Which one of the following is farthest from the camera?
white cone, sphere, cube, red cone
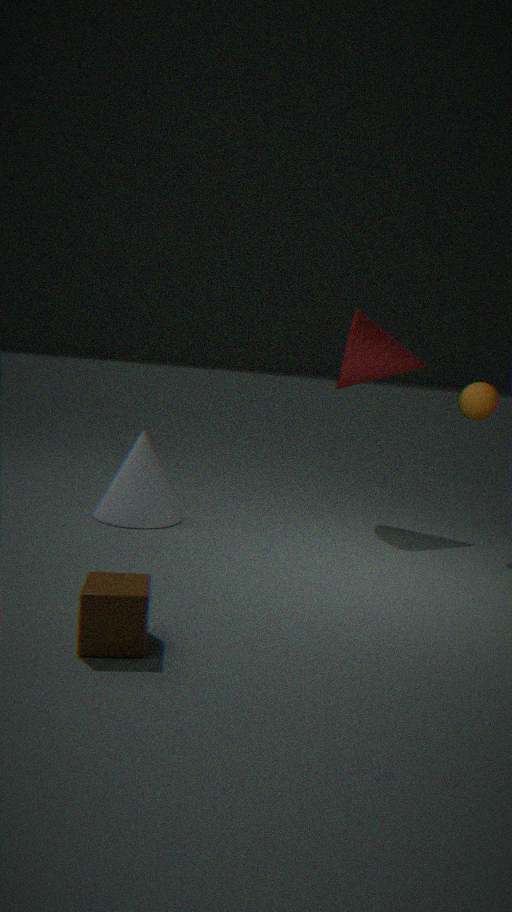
red cone
